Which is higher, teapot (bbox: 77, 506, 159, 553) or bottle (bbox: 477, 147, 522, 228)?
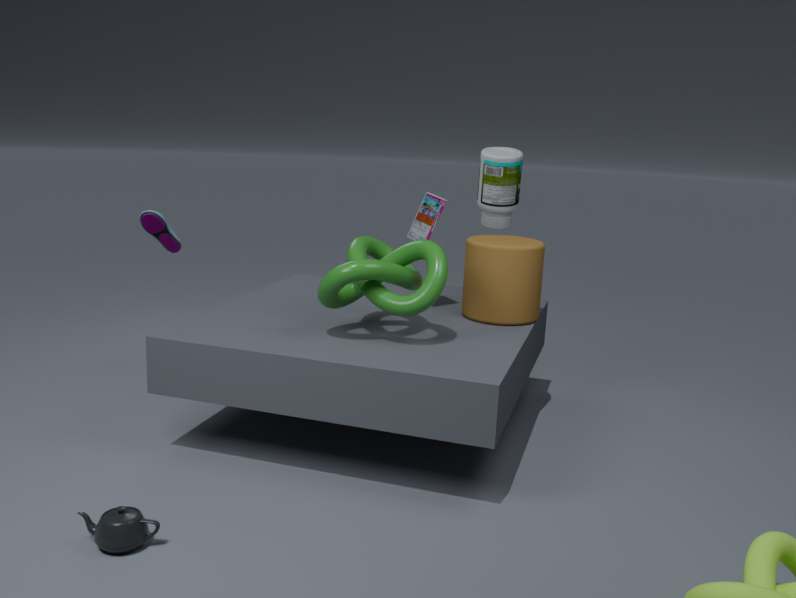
bottle (bbox: 477, 147, 522, 228)
